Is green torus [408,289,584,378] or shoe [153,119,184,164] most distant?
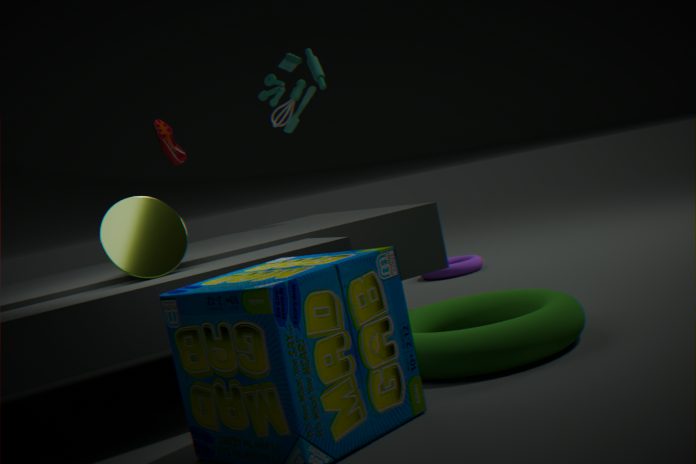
shoe [153,119,184,164]
